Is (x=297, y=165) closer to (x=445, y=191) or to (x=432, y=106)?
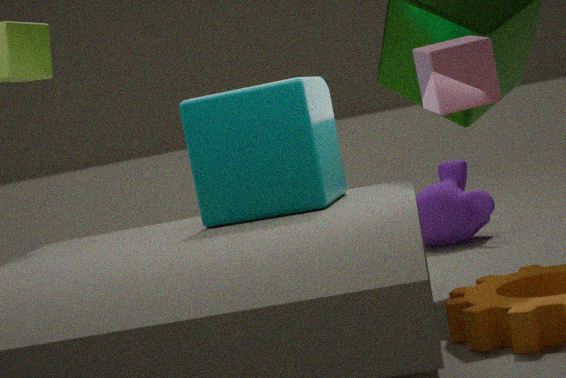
(x=432, y=106)
